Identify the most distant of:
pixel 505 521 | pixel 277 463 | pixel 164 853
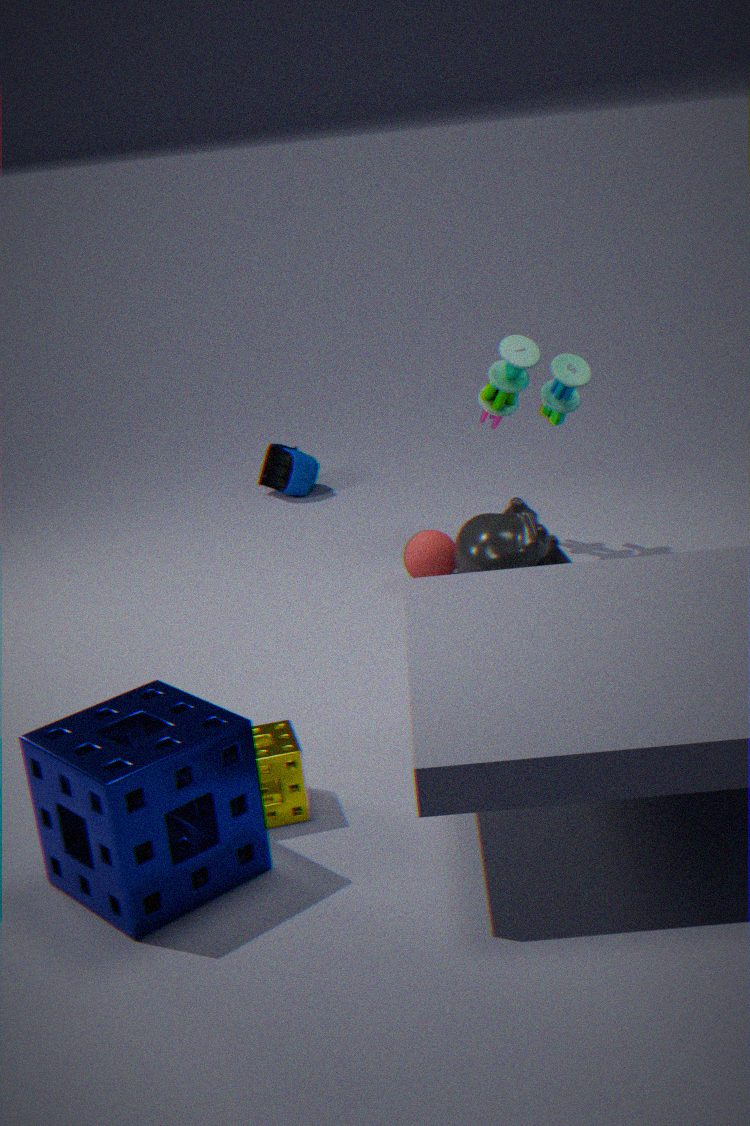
pixel 277 463
